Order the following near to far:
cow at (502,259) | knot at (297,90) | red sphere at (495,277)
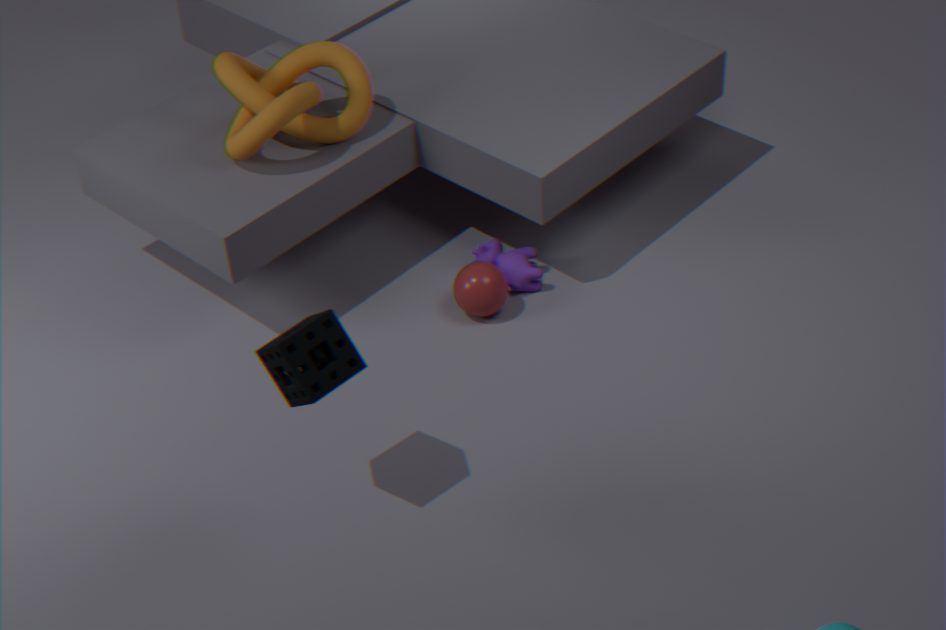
knot at (297,90) < red sphere at (495,277) < cow at (502,259)
